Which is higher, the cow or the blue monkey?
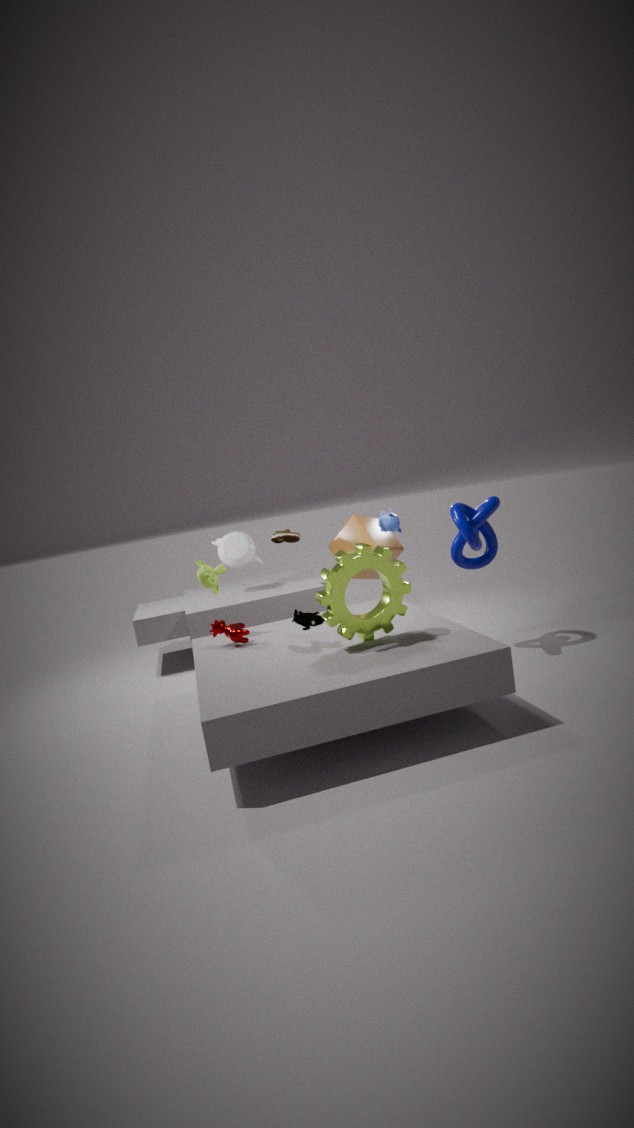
the blue monkey
